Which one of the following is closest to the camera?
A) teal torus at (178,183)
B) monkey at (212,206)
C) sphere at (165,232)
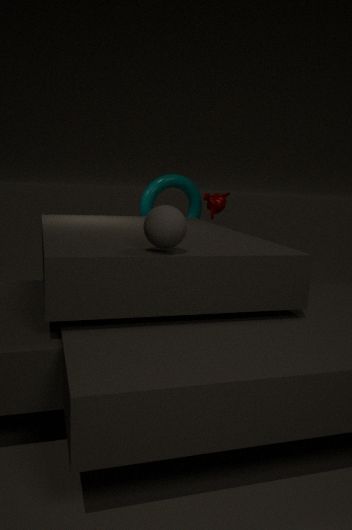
sphere at (165,232)
